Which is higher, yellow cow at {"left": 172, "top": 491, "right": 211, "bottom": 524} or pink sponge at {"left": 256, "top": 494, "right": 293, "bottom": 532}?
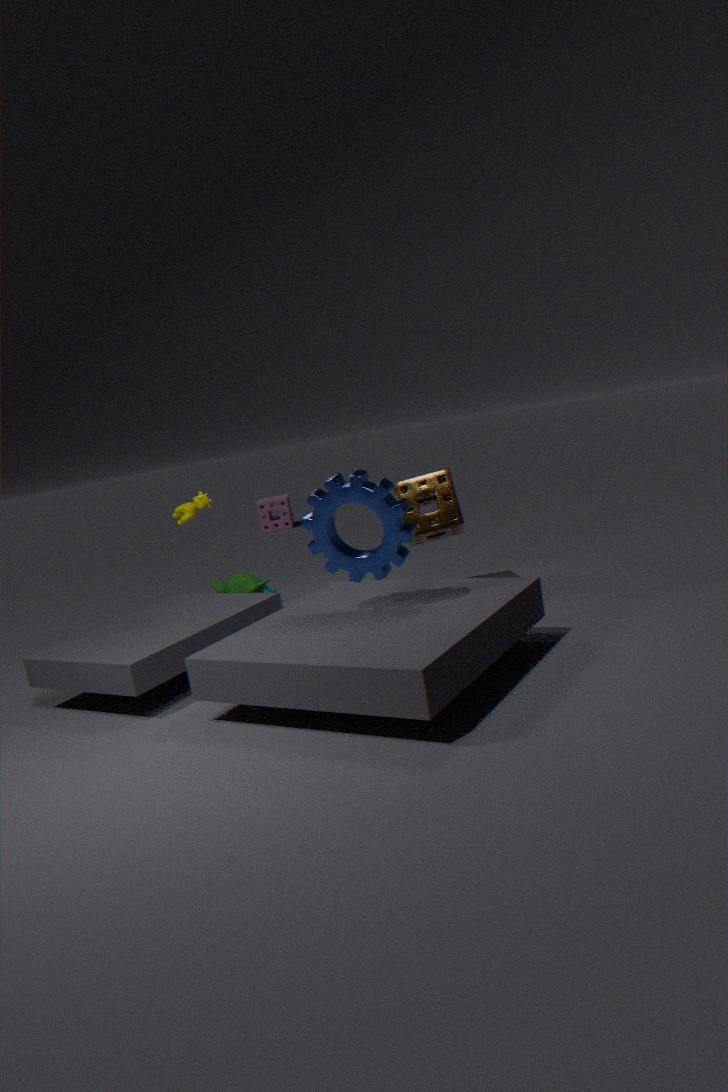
yellow cow at {"left": 172, "top": 491, "right": 211, "bottom": 524}
